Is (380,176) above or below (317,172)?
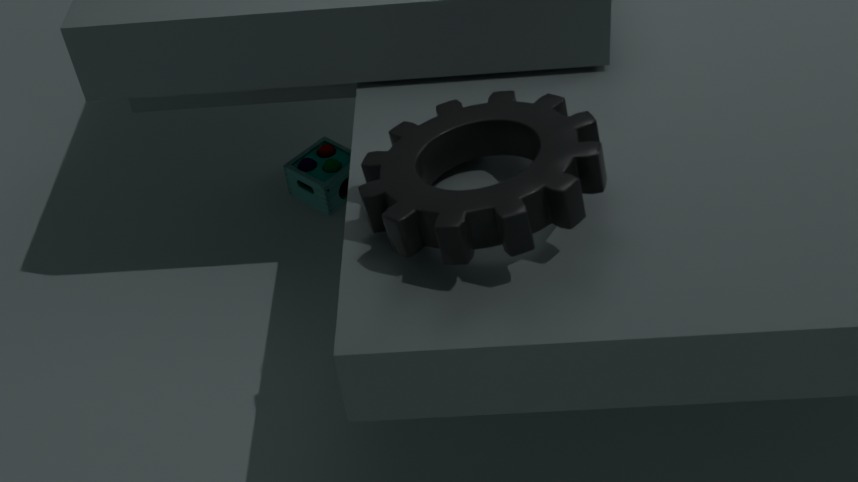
above
